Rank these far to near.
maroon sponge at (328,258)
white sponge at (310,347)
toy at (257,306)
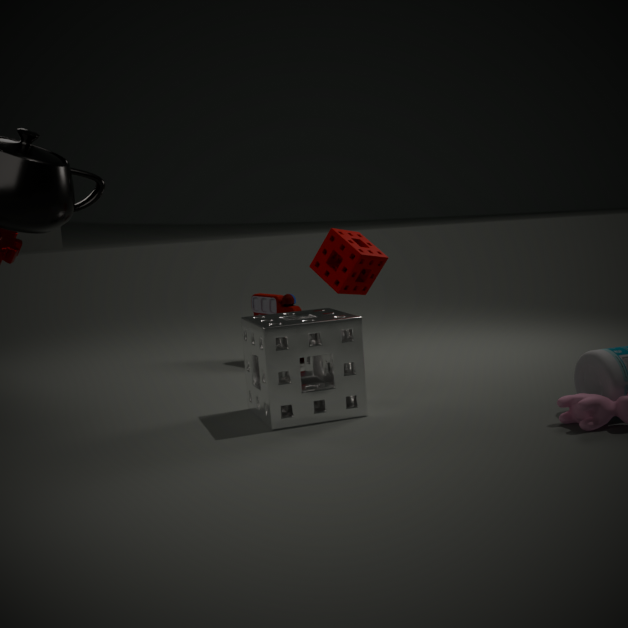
toy at (257,306) → maroon sponge at (328,258) → white sponge at (310,347)
